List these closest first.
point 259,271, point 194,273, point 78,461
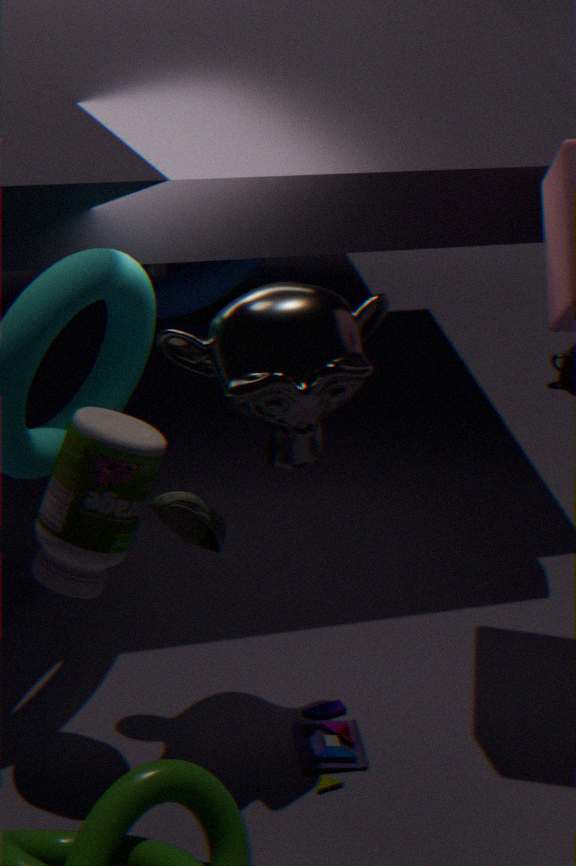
point 78,461 → point 194,273 → point 259,271
